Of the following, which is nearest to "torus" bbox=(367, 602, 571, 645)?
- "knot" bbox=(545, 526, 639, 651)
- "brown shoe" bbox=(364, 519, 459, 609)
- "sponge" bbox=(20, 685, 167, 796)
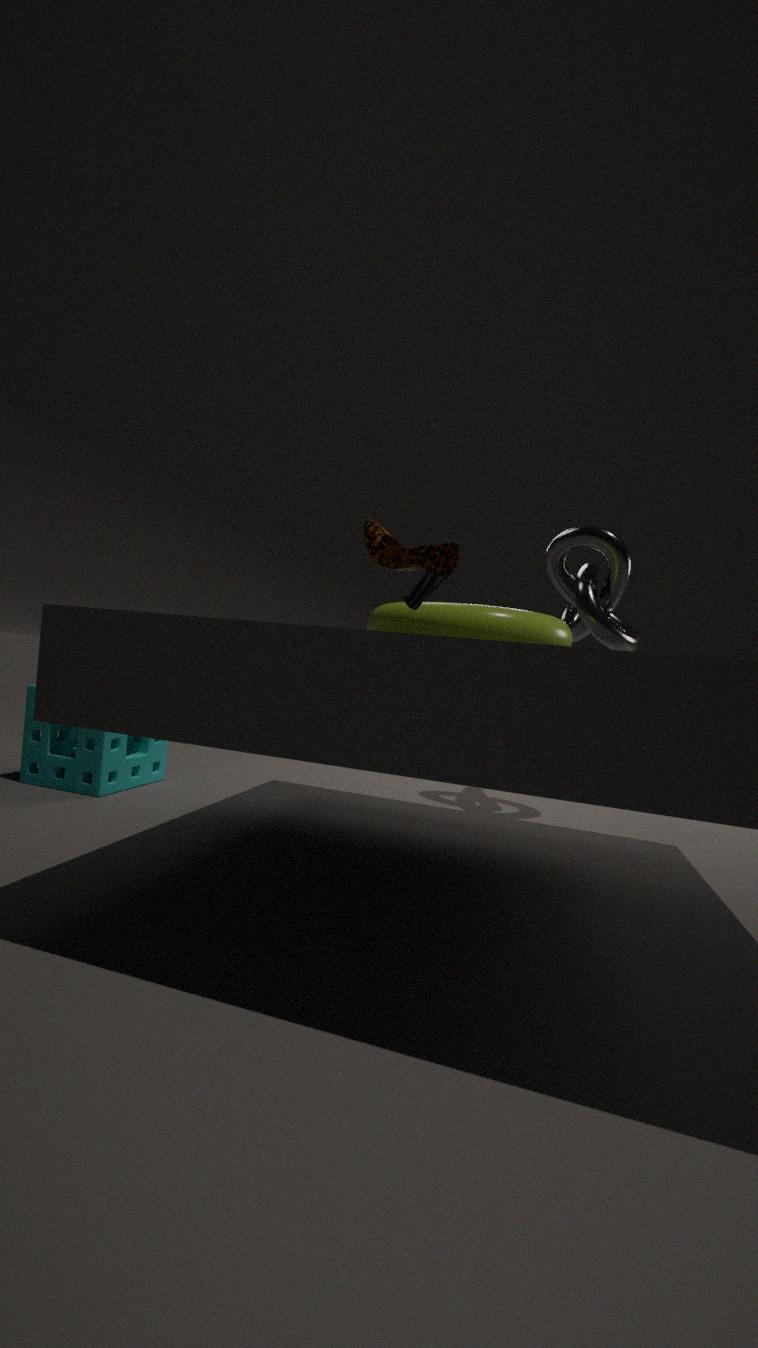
"brown shoe" bbox=(364, 519, 459, 609)
